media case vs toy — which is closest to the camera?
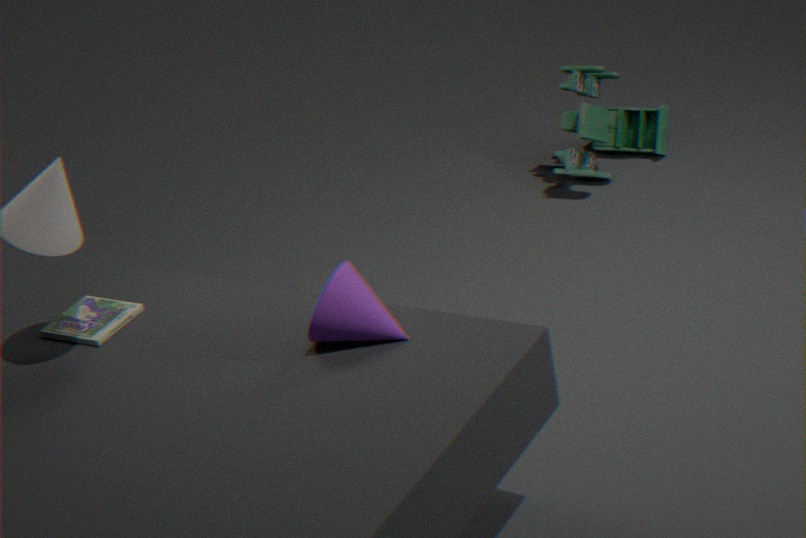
media case
